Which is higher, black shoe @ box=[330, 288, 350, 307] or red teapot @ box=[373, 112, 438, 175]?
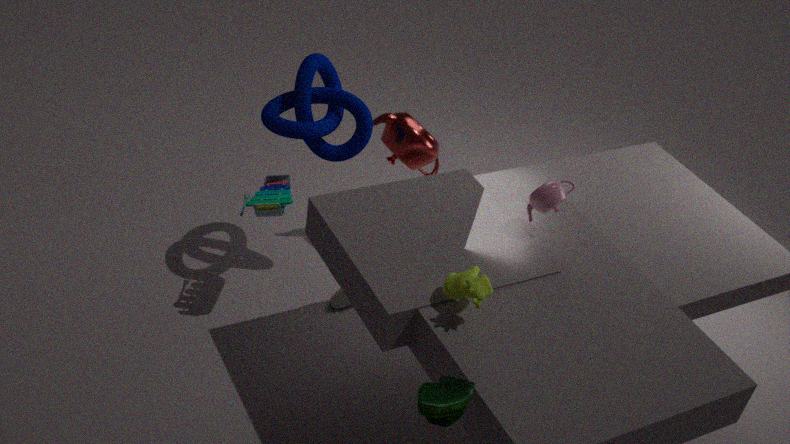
red teapot @ box=[373, 112, 438, 175]
